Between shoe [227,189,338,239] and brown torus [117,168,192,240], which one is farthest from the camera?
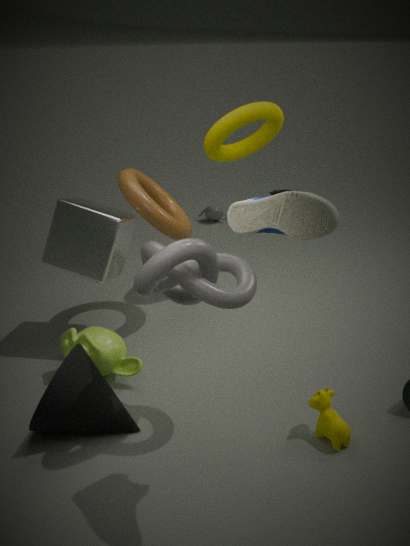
brown torus [117,168,192,240]
